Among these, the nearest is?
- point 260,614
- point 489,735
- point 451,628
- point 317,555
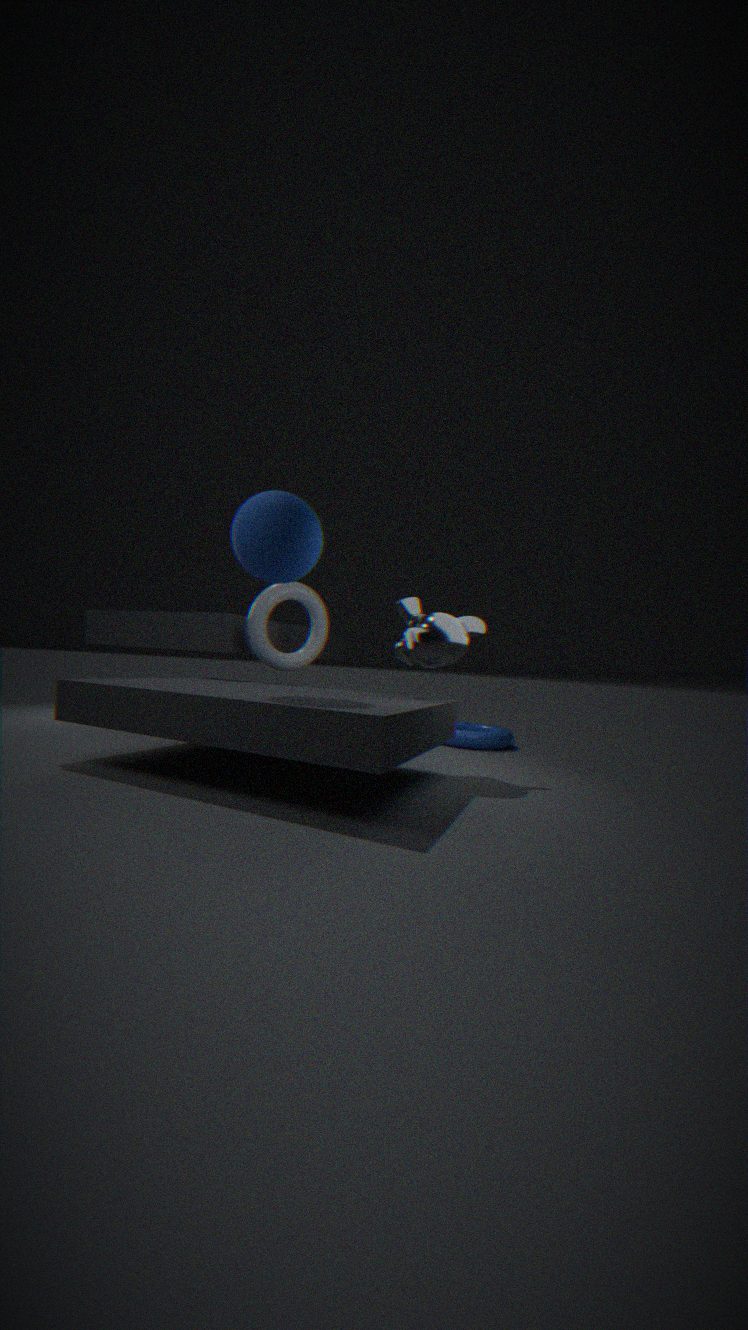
point 317,555
